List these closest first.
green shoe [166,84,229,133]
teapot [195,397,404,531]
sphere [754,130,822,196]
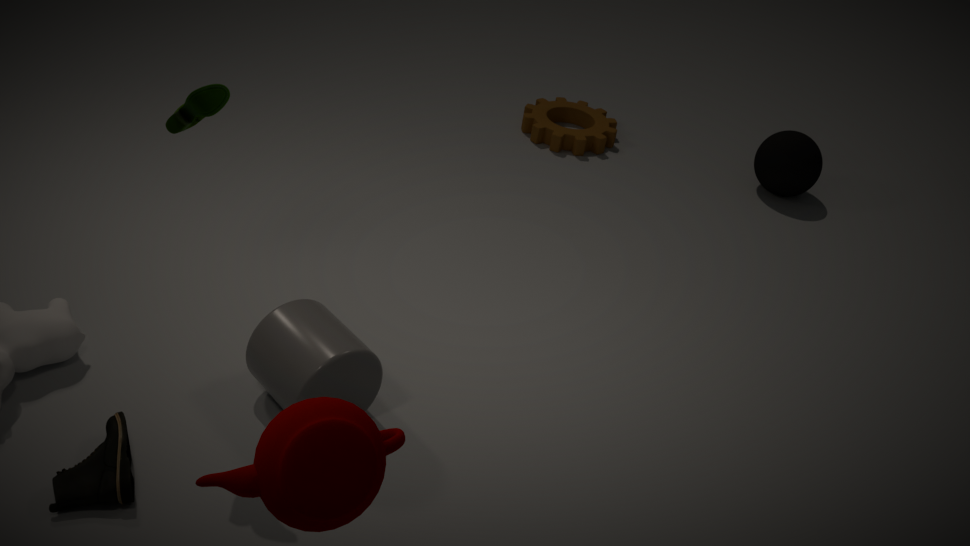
teapot [195,397,404,531] < green shoe [166,84,229,133] < sphere [754,130,822,196]
